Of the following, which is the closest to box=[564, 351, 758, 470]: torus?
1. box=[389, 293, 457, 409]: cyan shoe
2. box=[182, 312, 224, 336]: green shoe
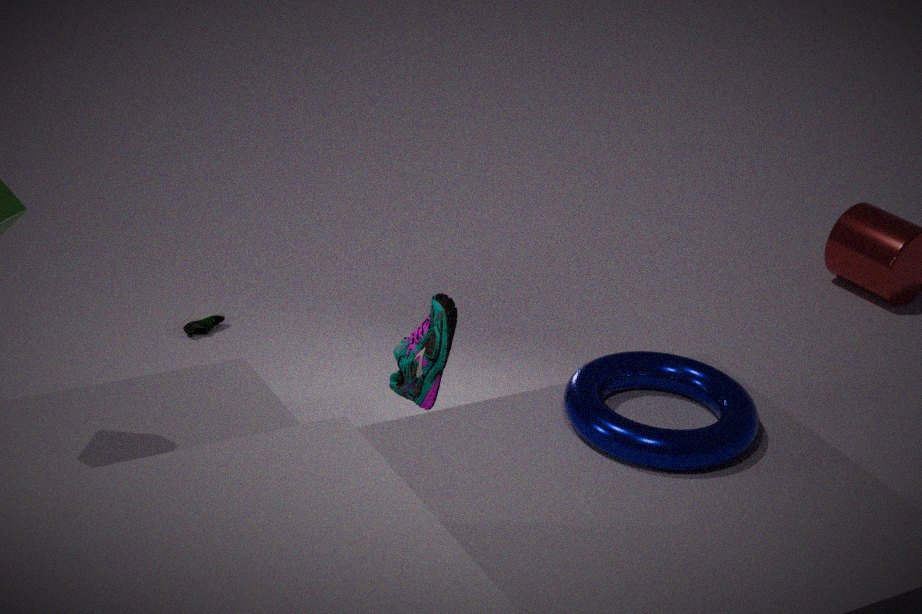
box=[389, 293, 457, 409]: cyan shoe
